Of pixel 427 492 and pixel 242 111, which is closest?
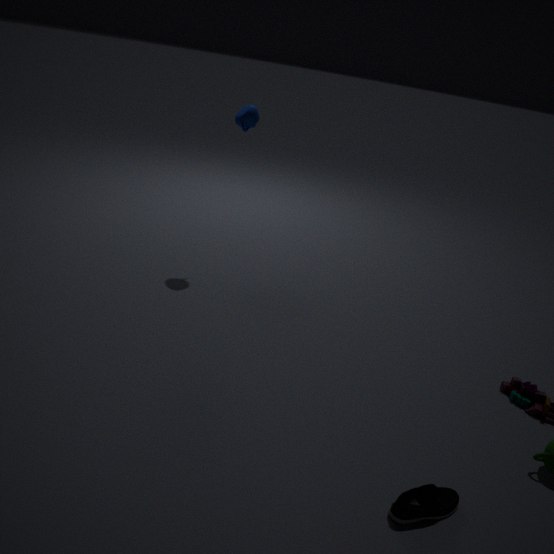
pixel 427 492
